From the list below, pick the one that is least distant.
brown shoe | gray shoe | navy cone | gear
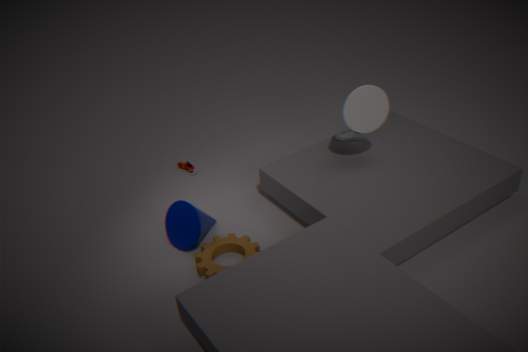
gear
